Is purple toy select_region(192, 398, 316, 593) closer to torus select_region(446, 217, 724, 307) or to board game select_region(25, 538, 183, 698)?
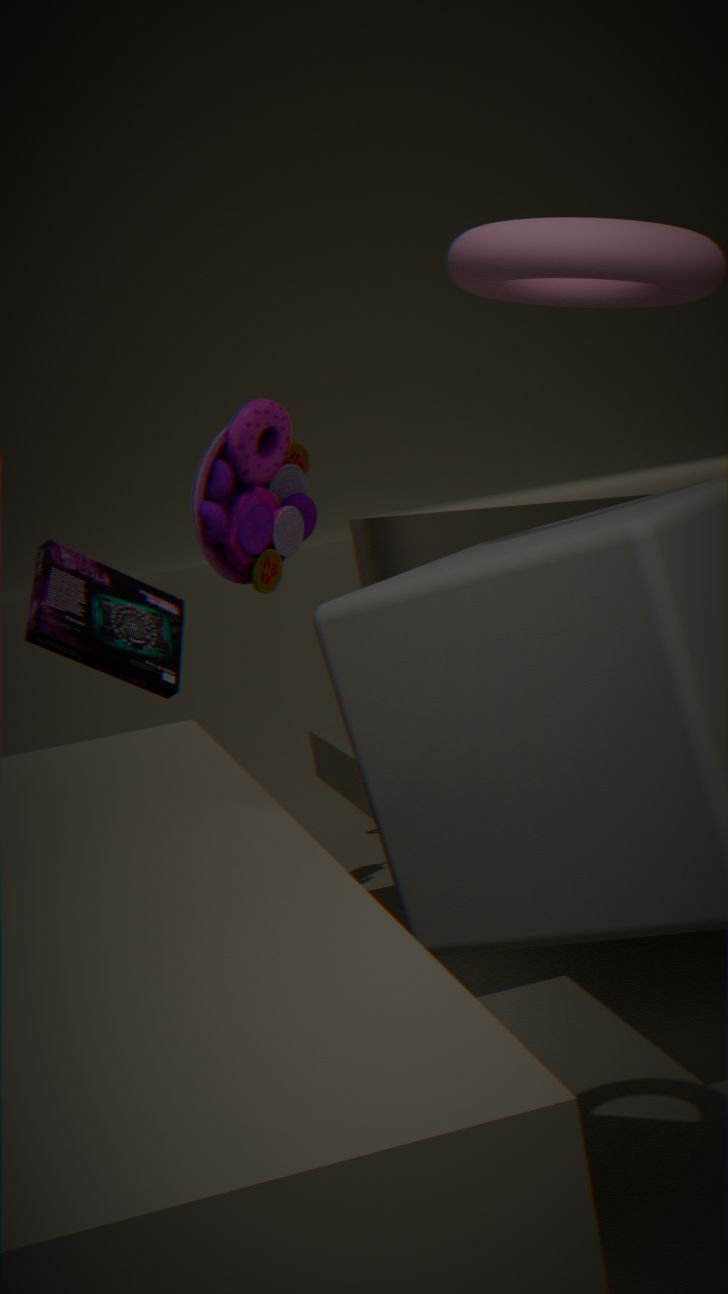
board game select_region(25, 538, 183, 698)
